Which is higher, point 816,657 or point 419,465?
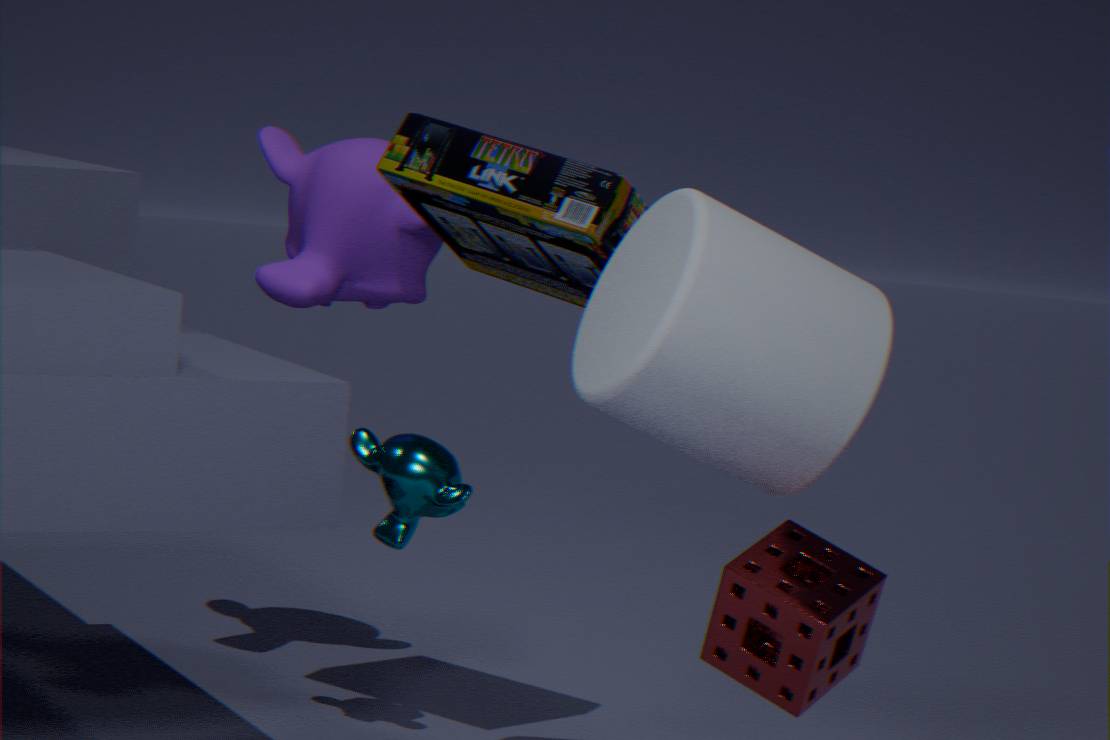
point 419,465
